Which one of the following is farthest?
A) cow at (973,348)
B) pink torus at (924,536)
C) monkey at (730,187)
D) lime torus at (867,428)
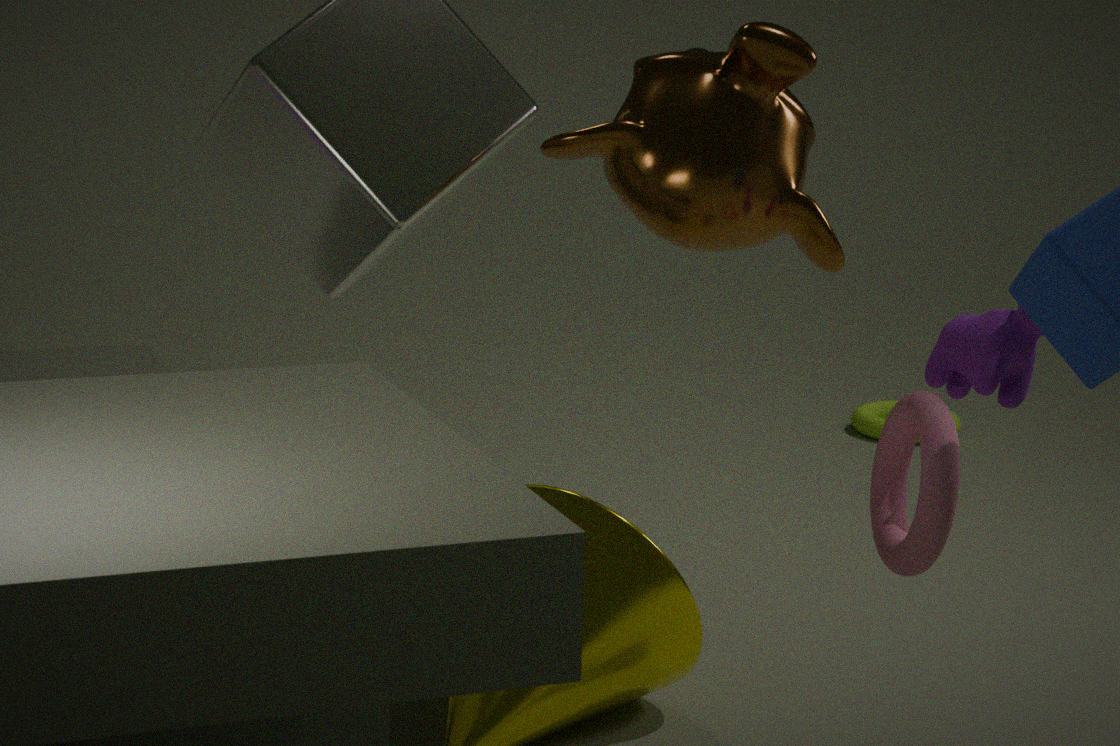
lime torus at (867,428)
